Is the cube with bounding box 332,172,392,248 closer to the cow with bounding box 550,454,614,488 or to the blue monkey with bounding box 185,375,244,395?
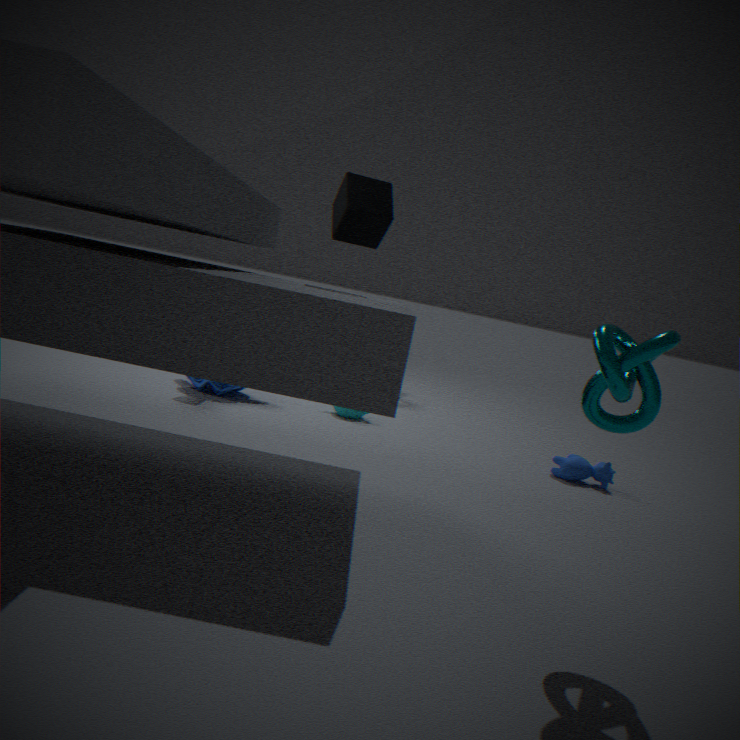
the blue monkey with bounding box 185,375,244,395
